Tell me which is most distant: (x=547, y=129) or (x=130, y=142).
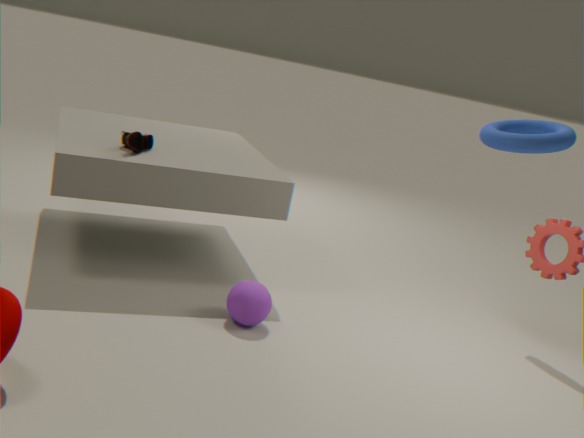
(x=130, y=142)
